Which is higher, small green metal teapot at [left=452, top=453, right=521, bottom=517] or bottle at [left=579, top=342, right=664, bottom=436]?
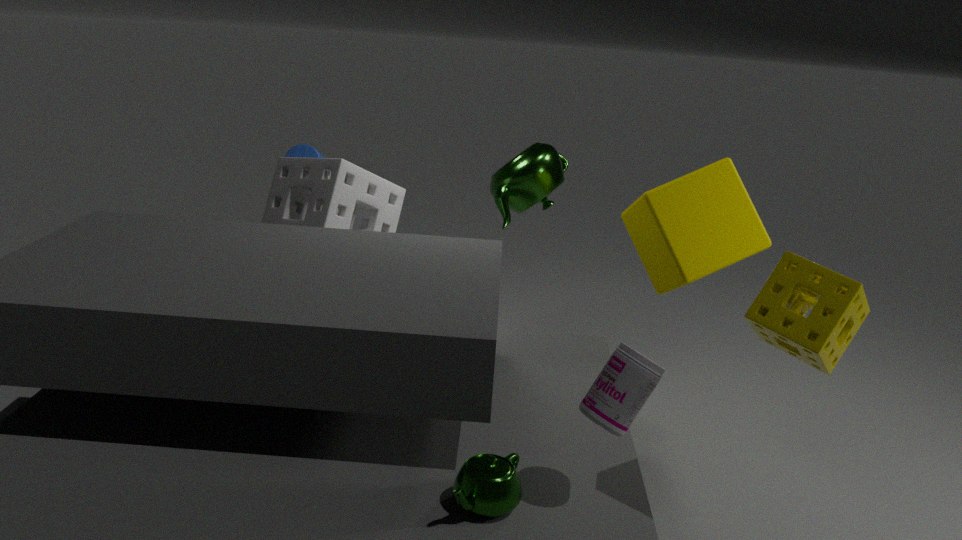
bottle at [left=579, top=342, right=664, bottom=436]
